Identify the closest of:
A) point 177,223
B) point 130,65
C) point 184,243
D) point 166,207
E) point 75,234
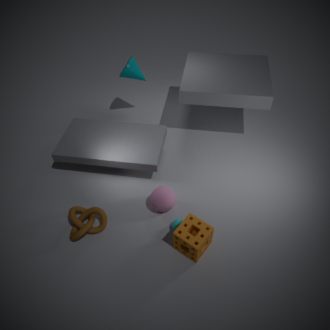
point 184,243
